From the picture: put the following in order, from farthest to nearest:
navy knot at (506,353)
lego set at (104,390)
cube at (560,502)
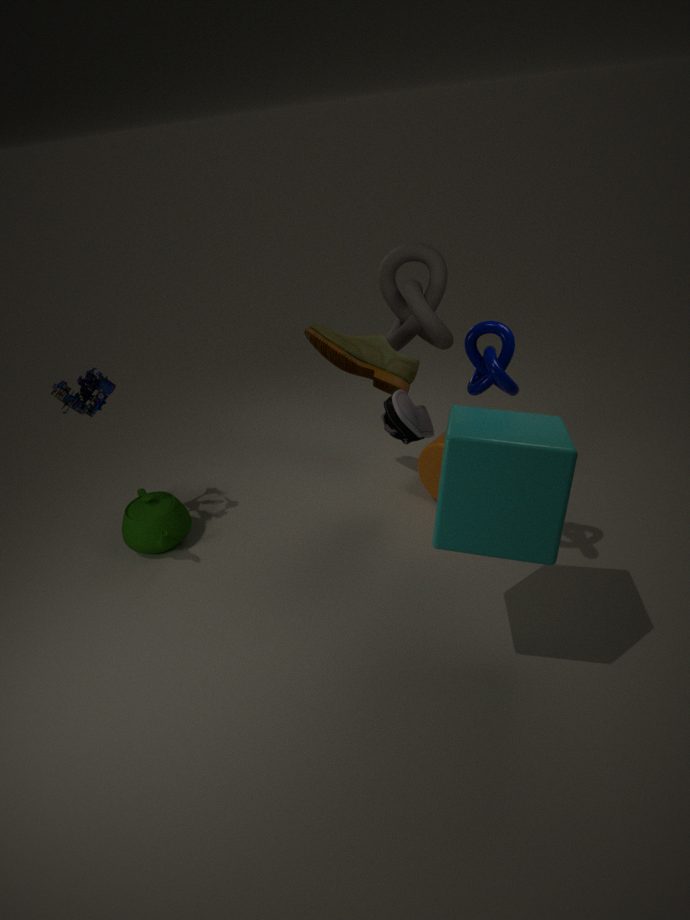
lego set at (104,390) → navy knot at (506,353) → cube at (560,502)
